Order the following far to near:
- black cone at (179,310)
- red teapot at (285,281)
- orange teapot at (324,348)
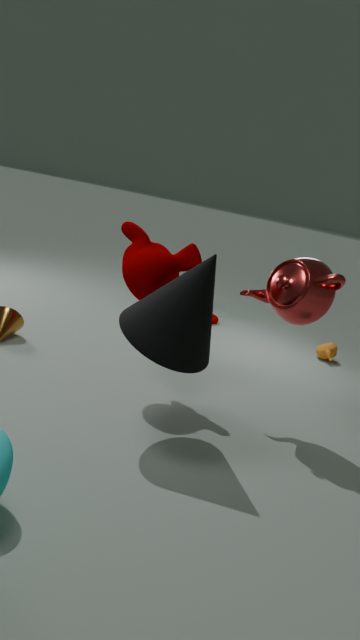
orange teapot at (324,348) → red teapot at (285,281) → black cone at (179,310)
